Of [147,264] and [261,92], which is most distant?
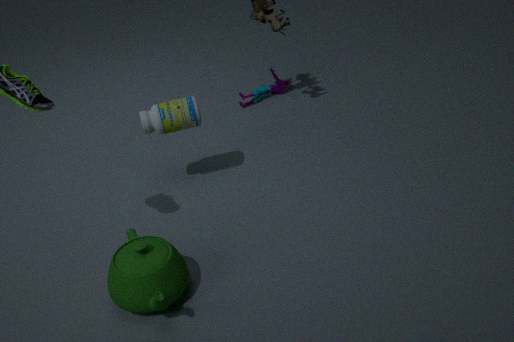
[261,92]
